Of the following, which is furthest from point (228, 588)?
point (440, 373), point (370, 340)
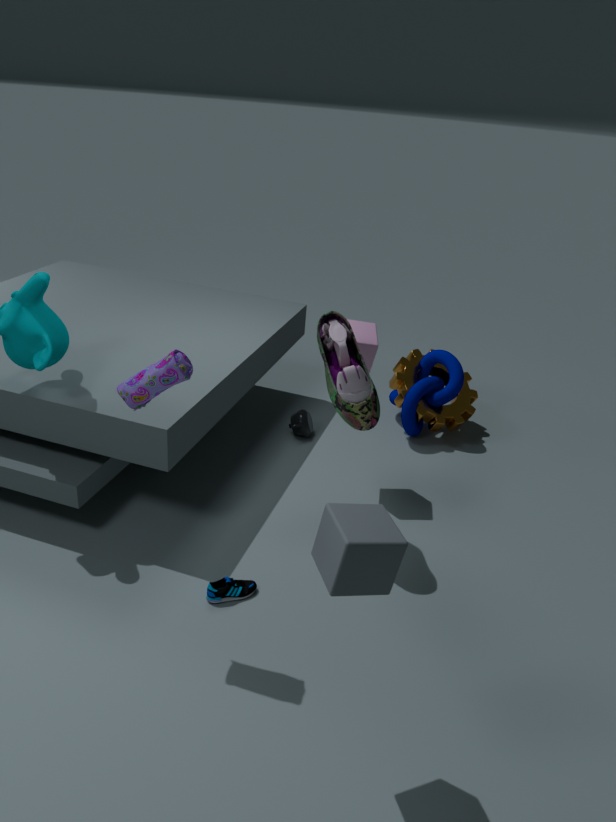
point (440, 373)
